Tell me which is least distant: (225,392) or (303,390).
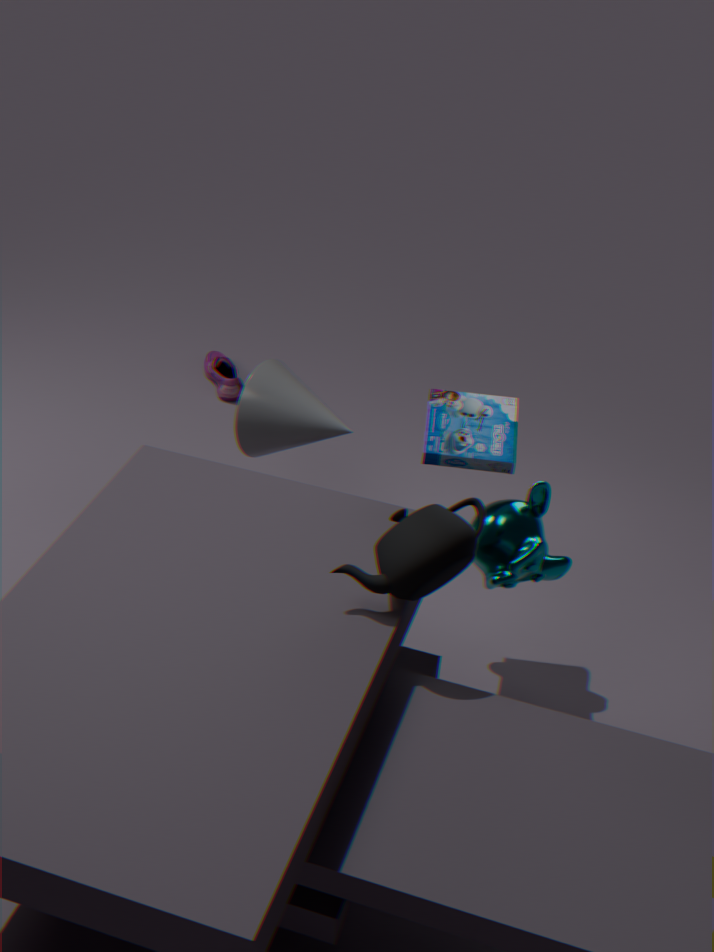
(303,390)
